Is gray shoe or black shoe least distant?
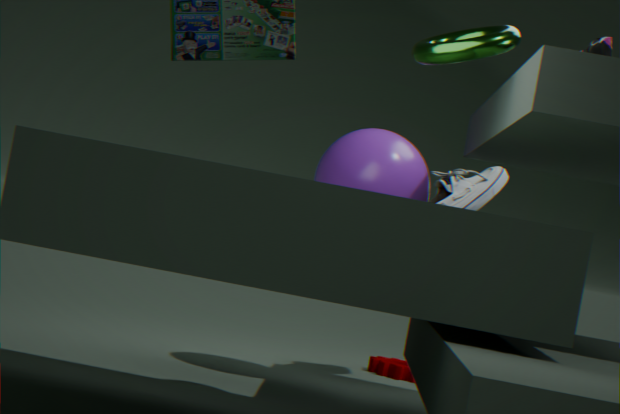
black shoe
